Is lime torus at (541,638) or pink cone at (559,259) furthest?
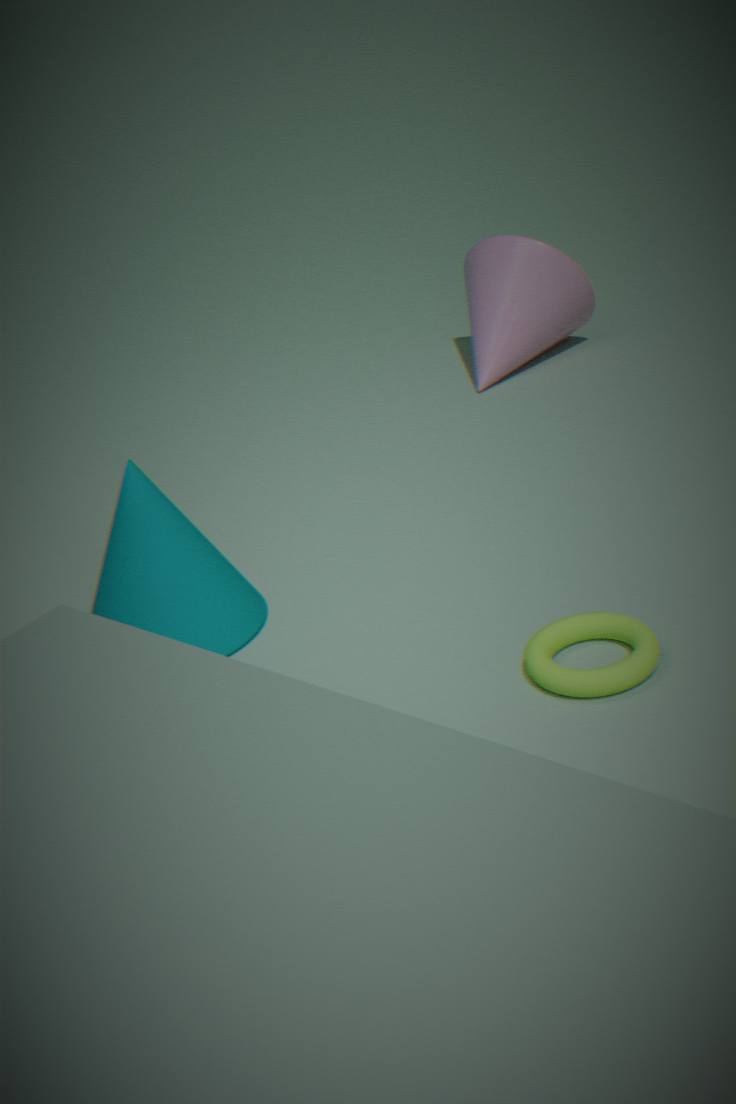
pink cone at (559,259)
